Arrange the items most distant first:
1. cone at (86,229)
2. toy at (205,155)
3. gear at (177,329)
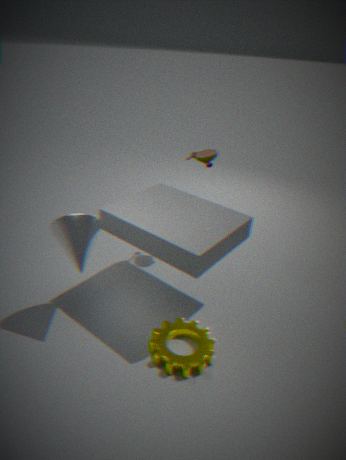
1. toy at (205,155)
2. cone at (86,229)
3. gear at (177,329)
